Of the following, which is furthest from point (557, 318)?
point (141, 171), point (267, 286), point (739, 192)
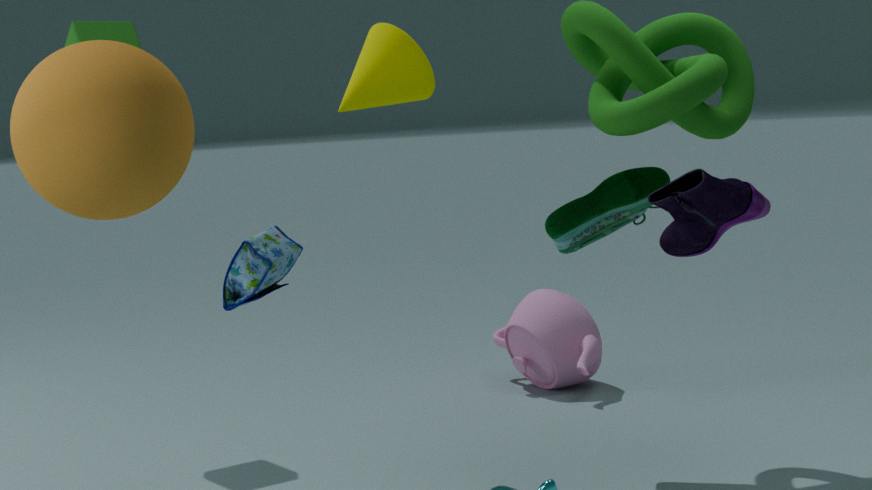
point (141, 171)
